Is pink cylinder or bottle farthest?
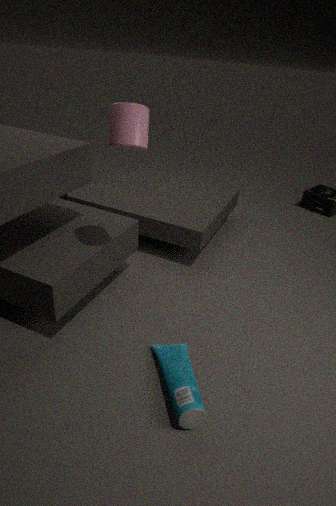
pink cylinder
